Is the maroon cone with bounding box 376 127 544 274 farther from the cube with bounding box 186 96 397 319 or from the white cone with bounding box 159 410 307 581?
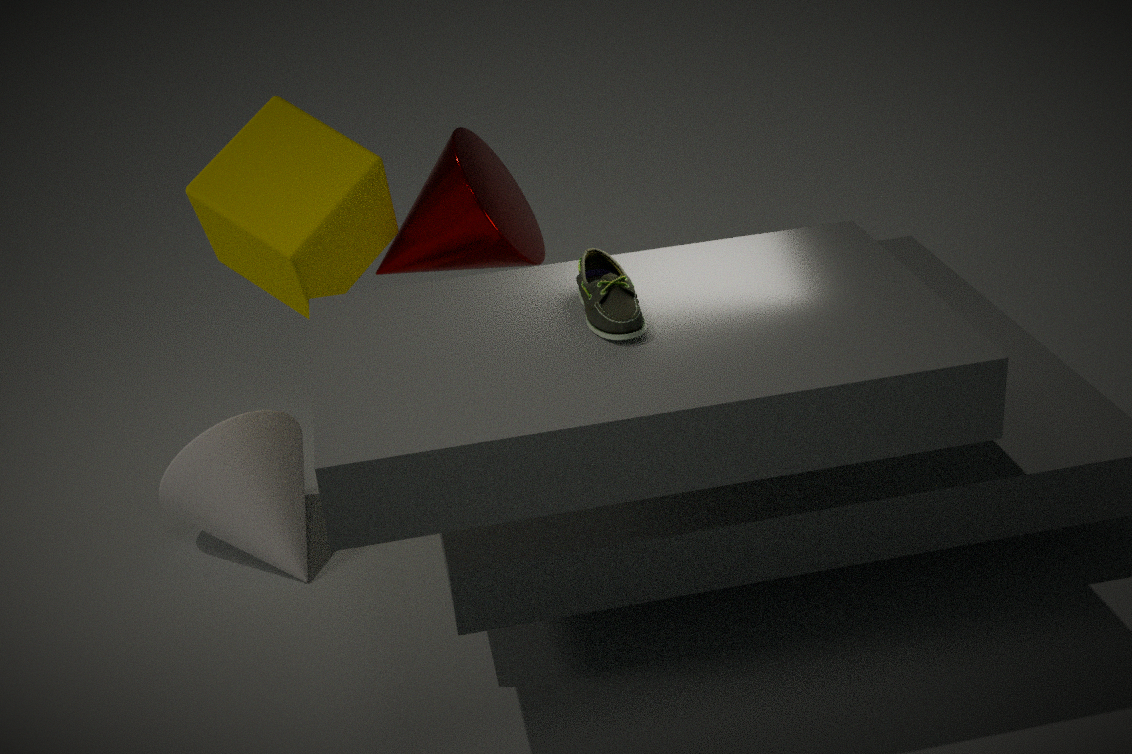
the white cone with bounding box 159 410 307 581
